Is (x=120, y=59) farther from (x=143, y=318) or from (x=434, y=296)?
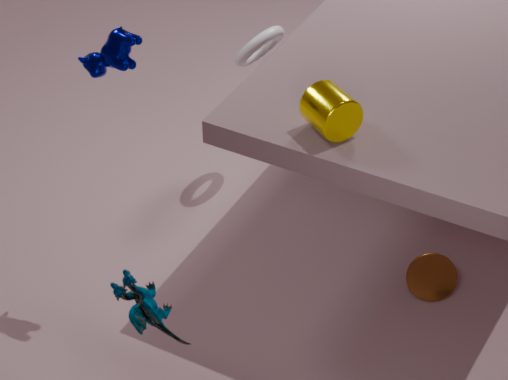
(x=434, y=296)
